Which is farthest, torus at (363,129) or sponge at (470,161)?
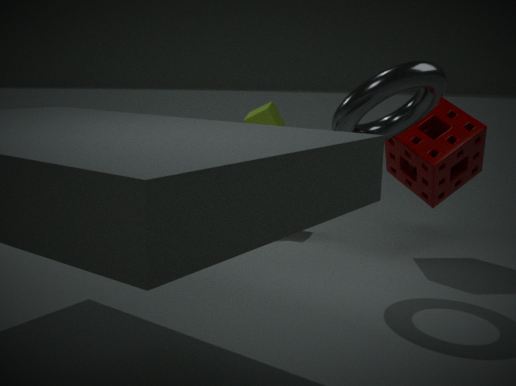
sponge at (470,161)
